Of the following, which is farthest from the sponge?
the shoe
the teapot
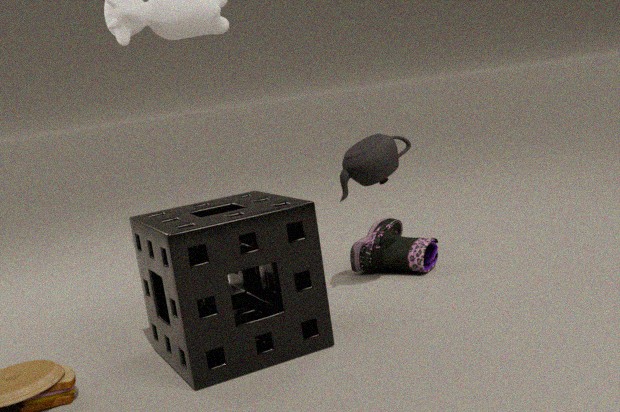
the shoe
